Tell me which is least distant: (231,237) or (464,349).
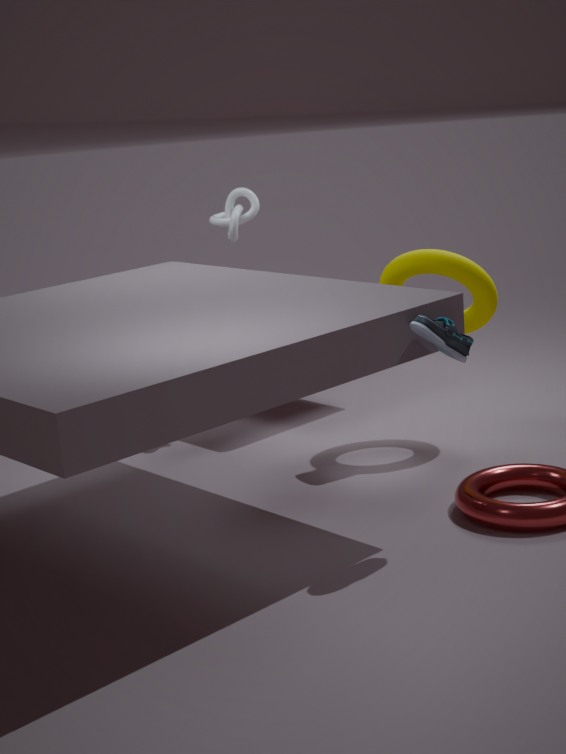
(464,349)
